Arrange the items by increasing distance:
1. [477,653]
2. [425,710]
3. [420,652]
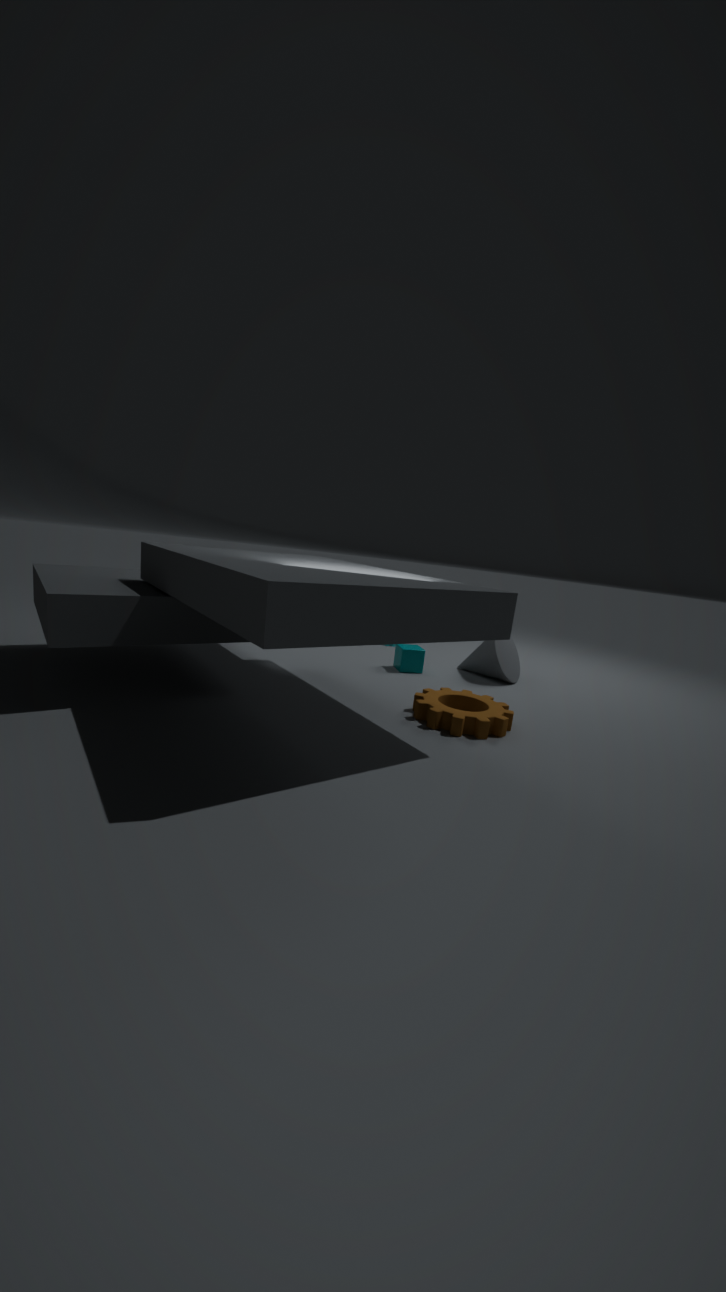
1. [425,710]
2. [420,652]
3. [477,653]
